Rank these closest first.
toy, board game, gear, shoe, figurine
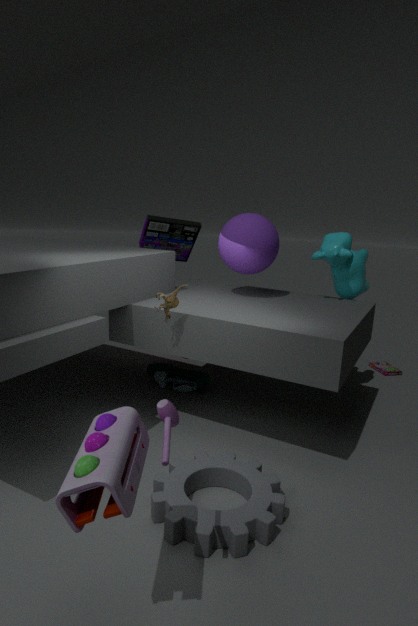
toy → gear → figurine → shoe → board game
